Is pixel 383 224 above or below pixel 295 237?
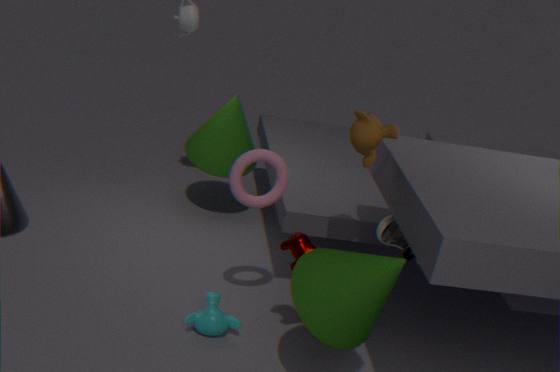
above
